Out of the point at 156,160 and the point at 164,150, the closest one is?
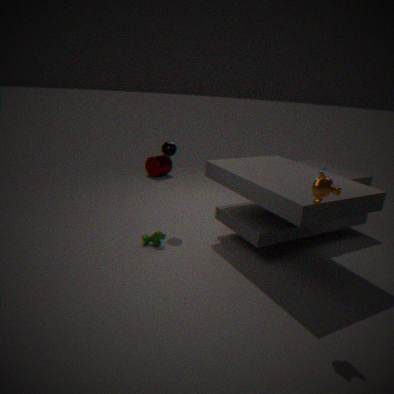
the point at 164,150
